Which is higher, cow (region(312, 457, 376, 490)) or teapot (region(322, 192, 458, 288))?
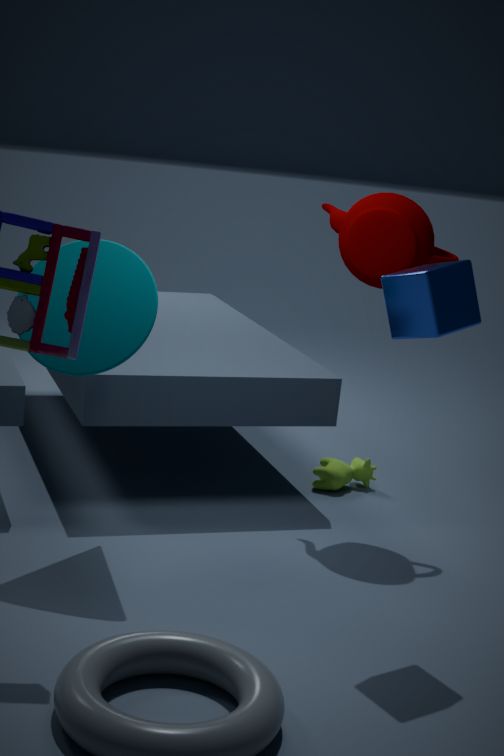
teapot (region(322, 192, 458, 288))
